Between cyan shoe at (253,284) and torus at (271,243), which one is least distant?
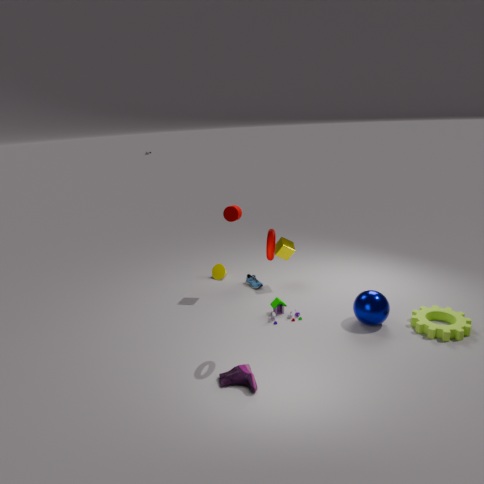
torus at (271,243)
